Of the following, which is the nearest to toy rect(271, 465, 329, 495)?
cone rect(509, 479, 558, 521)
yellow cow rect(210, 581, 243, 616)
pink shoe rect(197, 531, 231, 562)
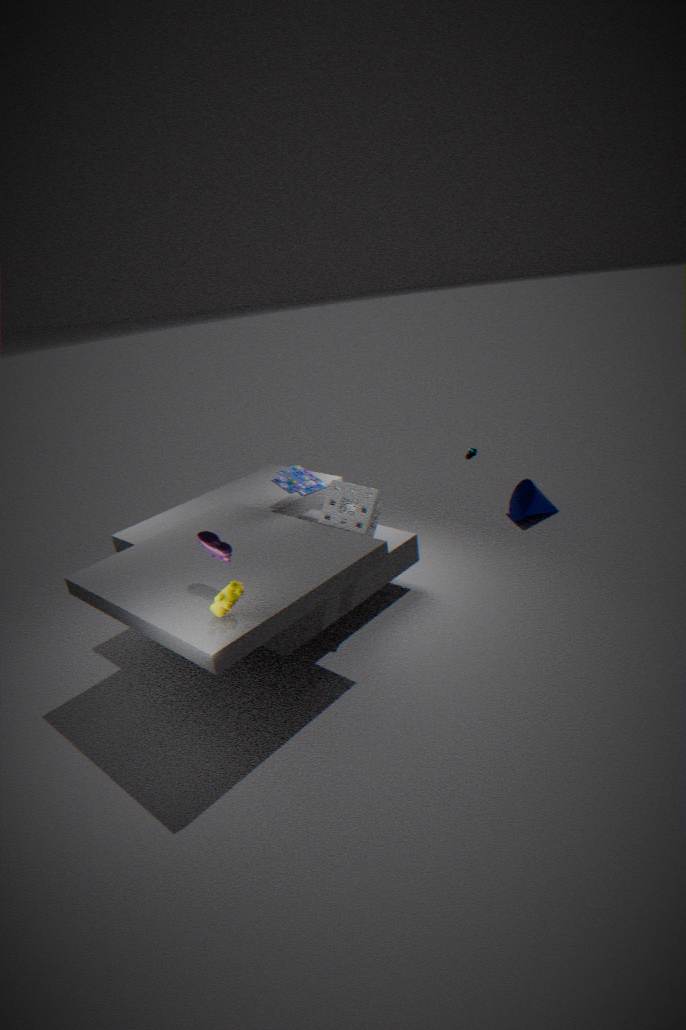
pink shoe rect(197, 531, 231, 562)
